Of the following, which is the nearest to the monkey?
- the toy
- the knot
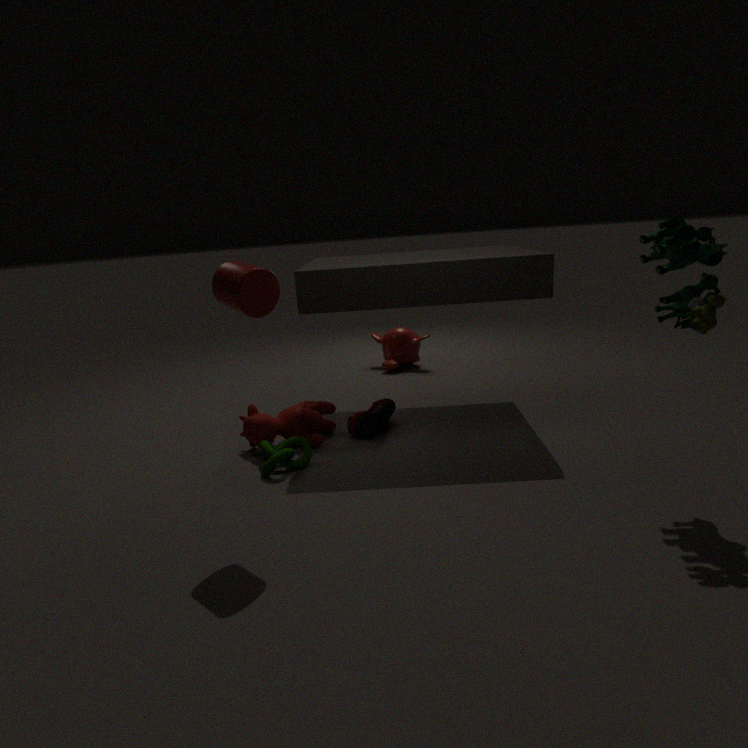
the knot
